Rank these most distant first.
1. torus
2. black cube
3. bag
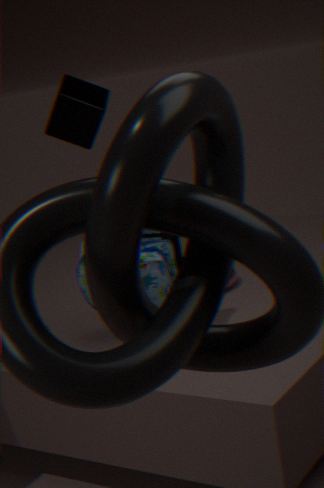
black cube < torus < bag
